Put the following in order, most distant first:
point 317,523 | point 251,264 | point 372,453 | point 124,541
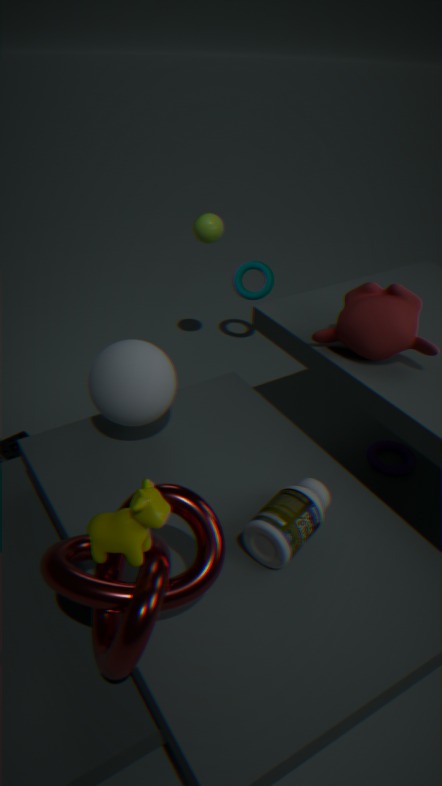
point 251,264, point 372,453, point 317,523, point 124,541
